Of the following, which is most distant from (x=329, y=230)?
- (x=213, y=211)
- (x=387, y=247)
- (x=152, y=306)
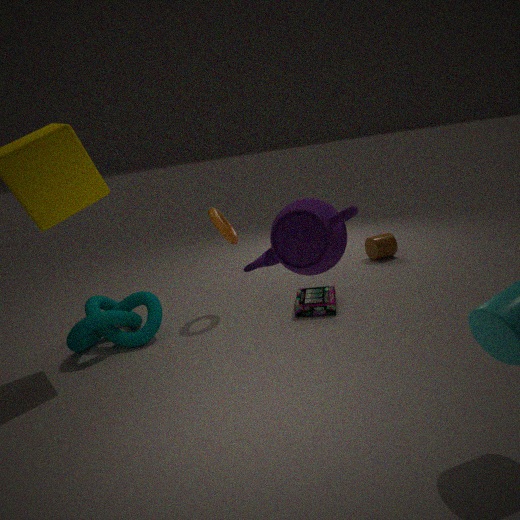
(x=387, y=247)
